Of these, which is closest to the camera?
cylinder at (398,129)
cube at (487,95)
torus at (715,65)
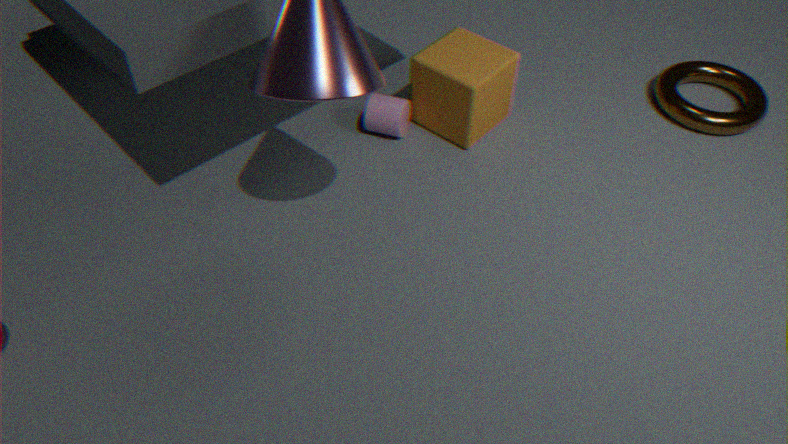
cube at (487,95)
